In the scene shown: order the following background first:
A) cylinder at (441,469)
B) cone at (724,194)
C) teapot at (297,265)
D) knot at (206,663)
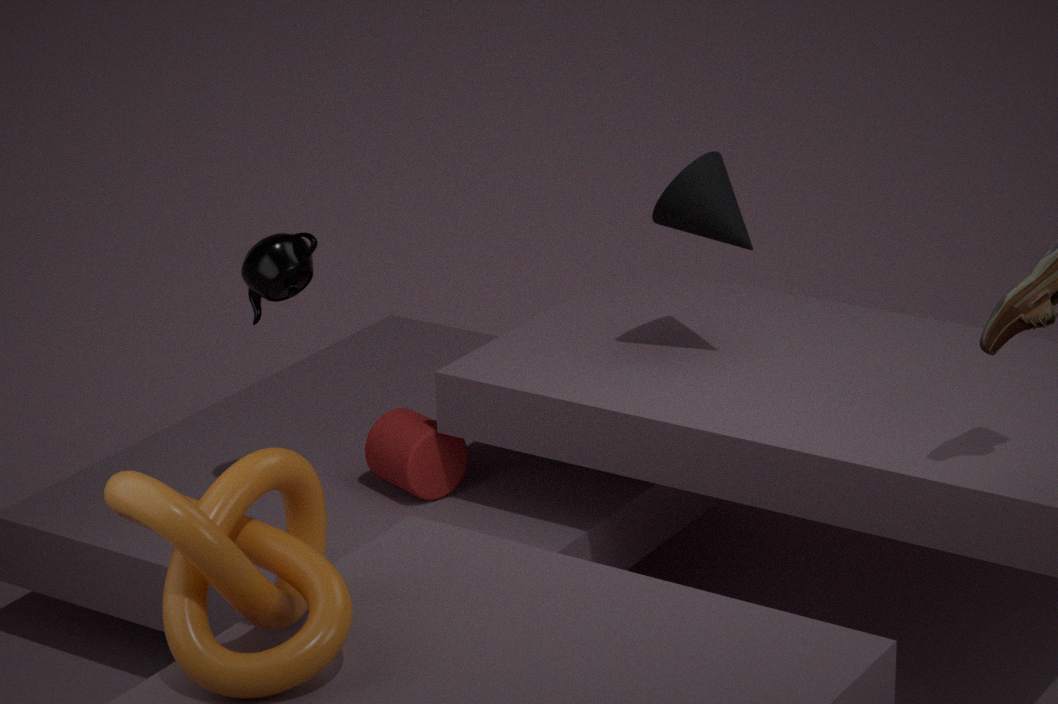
1. cylinder at (441,469)
2. cone at (724,194)
3. teapot at (297,265)
4. knot at (206,663)
